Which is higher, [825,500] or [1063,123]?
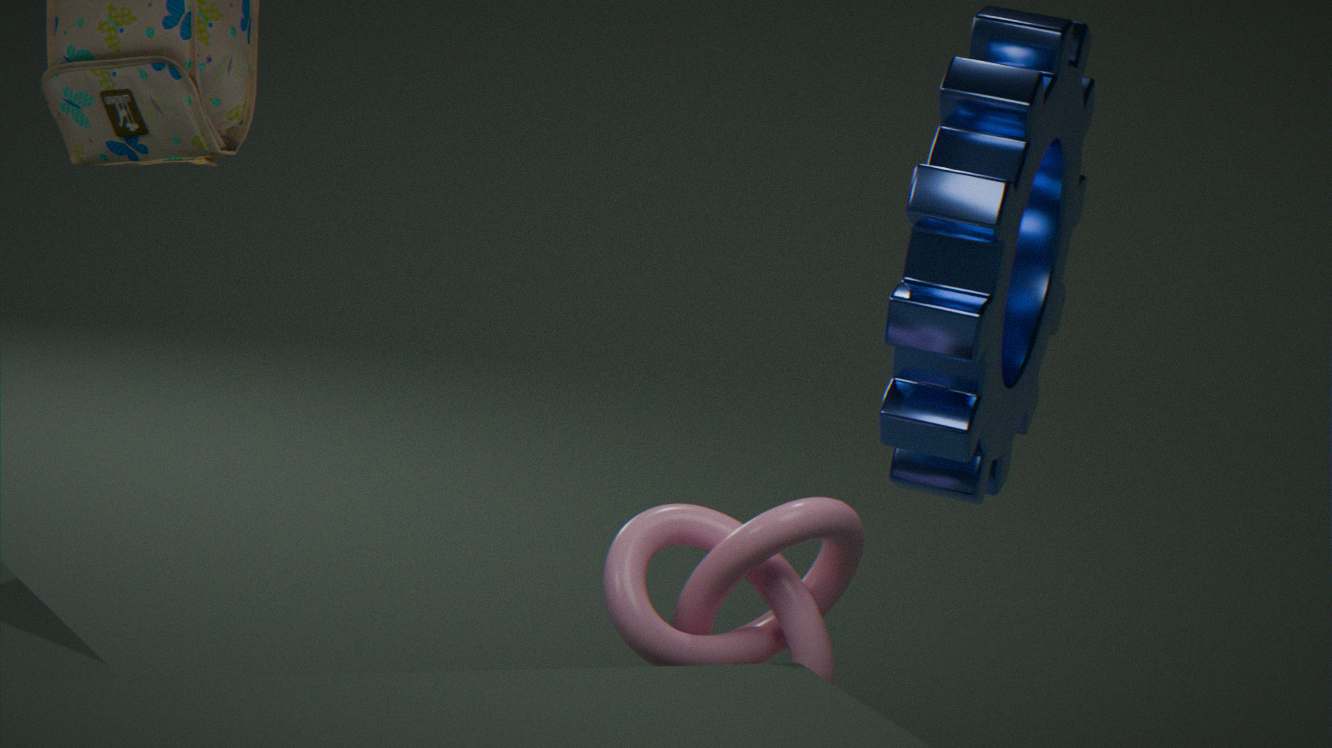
[1063,123]
